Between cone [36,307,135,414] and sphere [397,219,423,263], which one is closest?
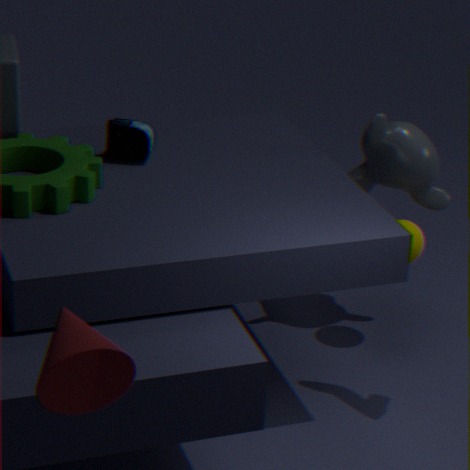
cone [36,307,135,414]
